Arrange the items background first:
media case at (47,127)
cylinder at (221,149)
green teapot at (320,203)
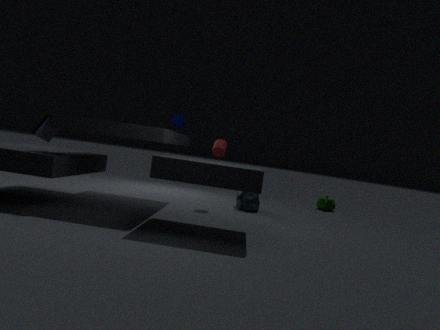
green teapot at (320,203) → cylinder at (221,149) → media case at (47,127)
